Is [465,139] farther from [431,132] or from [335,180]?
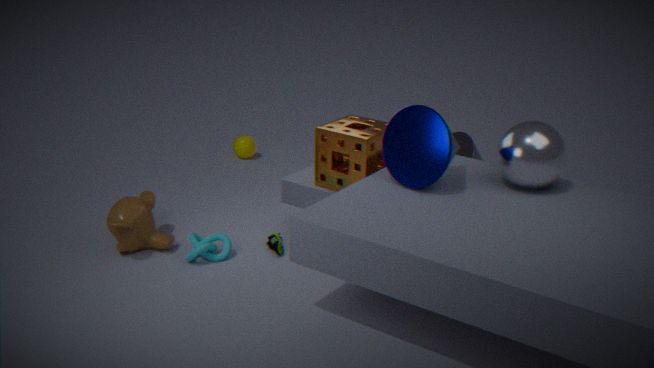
[431,132]
